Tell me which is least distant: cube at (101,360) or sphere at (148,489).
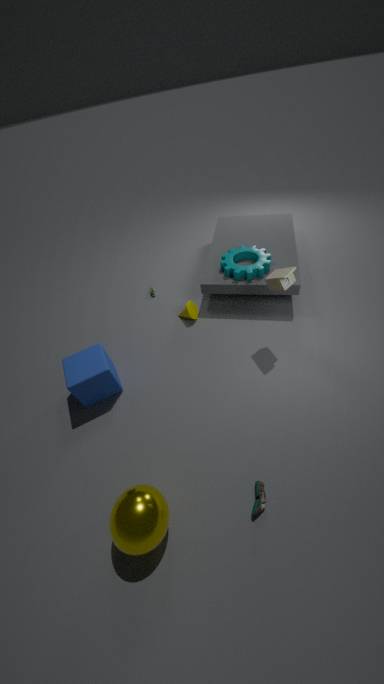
sphere at (148,489)
